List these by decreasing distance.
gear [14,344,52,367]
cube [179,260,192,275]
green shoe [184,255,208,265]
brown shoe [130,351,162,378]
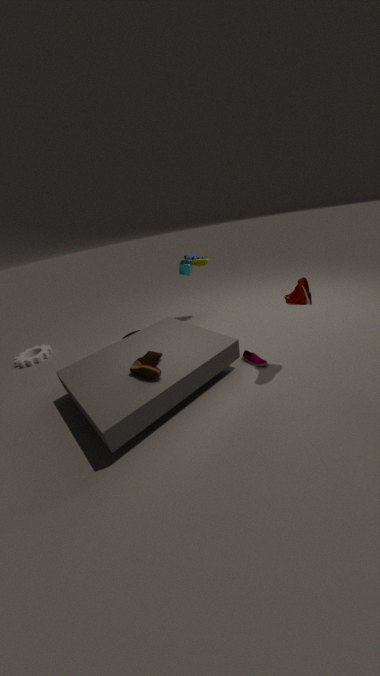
Answer: green shoe [184,255,208,265] < gear [14,344,52,367] < cube [179,260,192,275] < brown shoe [130,351,162,378]
